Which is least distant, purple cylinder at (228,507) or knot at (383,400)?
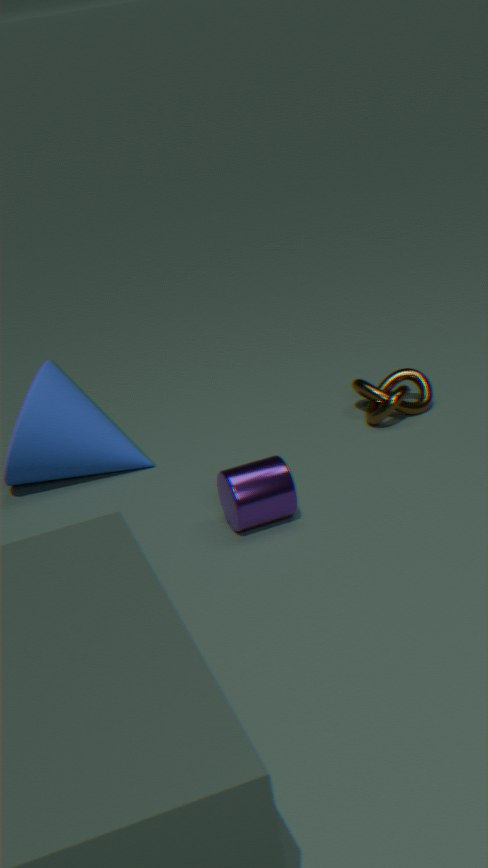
purple cylinder at (228,507)
